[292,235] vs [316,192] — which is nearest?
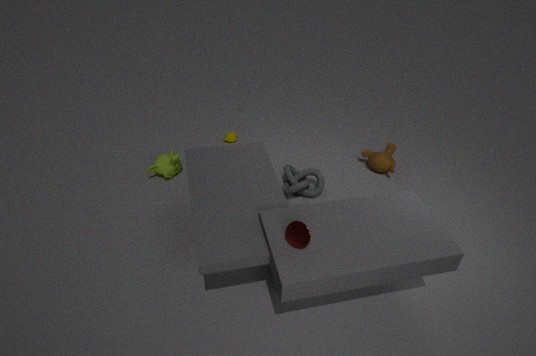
[292,235]
